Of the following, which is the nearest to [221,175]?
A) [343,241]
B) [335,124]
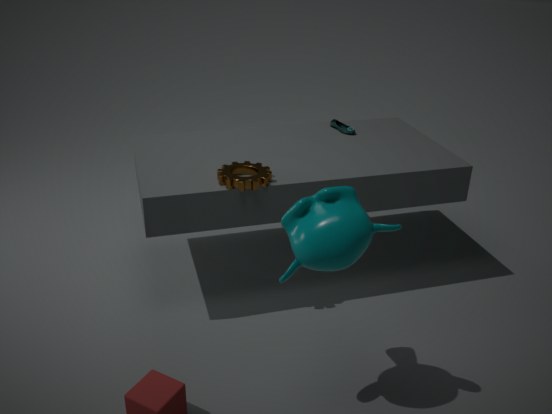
[343,241]
